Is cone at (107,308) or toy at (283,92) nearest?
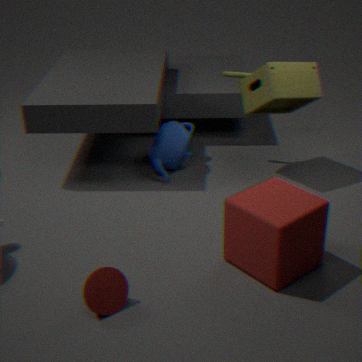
cone at (107,308)
